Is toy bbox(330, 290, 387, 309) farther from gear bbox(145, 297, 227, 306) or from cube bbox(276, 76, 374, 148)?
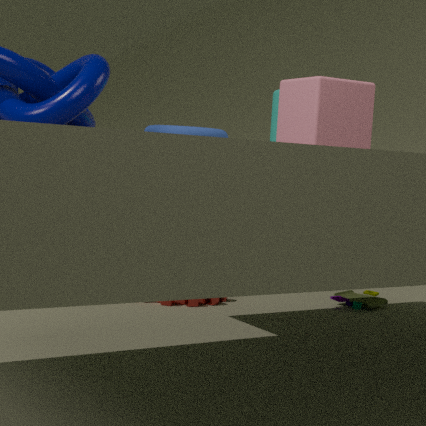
cube bbox(276, 76, 374, 148)
